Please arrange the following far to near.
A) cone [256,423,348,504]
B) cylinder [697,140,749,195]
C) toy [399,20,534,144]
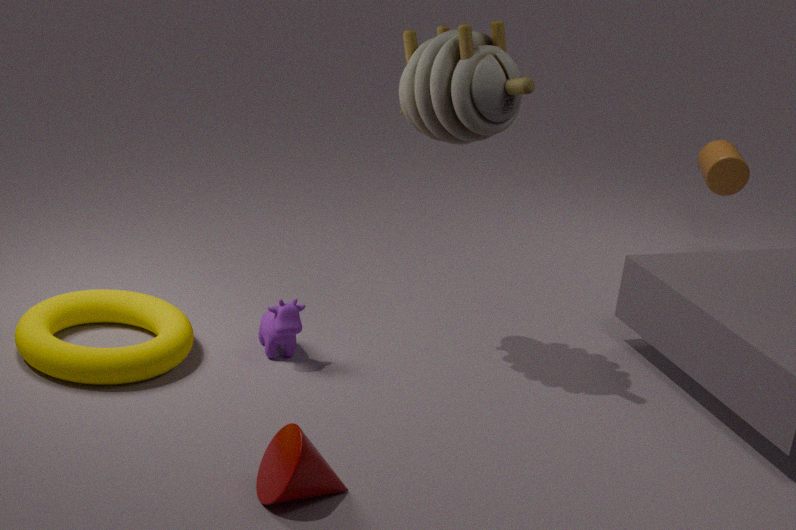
cylinder [697,140,749,195] → toy [399,20,534,144] → cone [256,423,348,504]
